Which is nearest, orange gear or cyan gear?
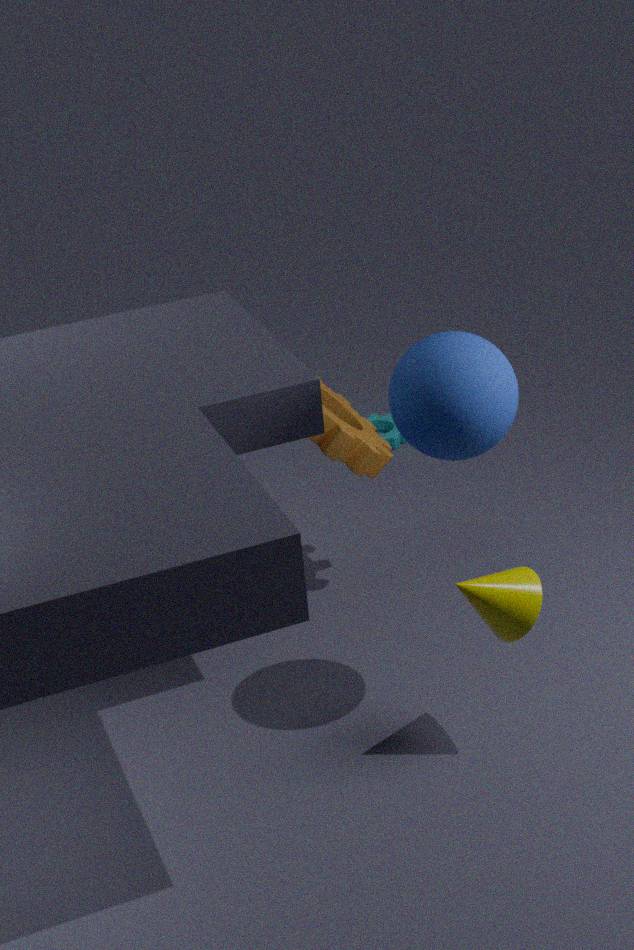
orange gear
